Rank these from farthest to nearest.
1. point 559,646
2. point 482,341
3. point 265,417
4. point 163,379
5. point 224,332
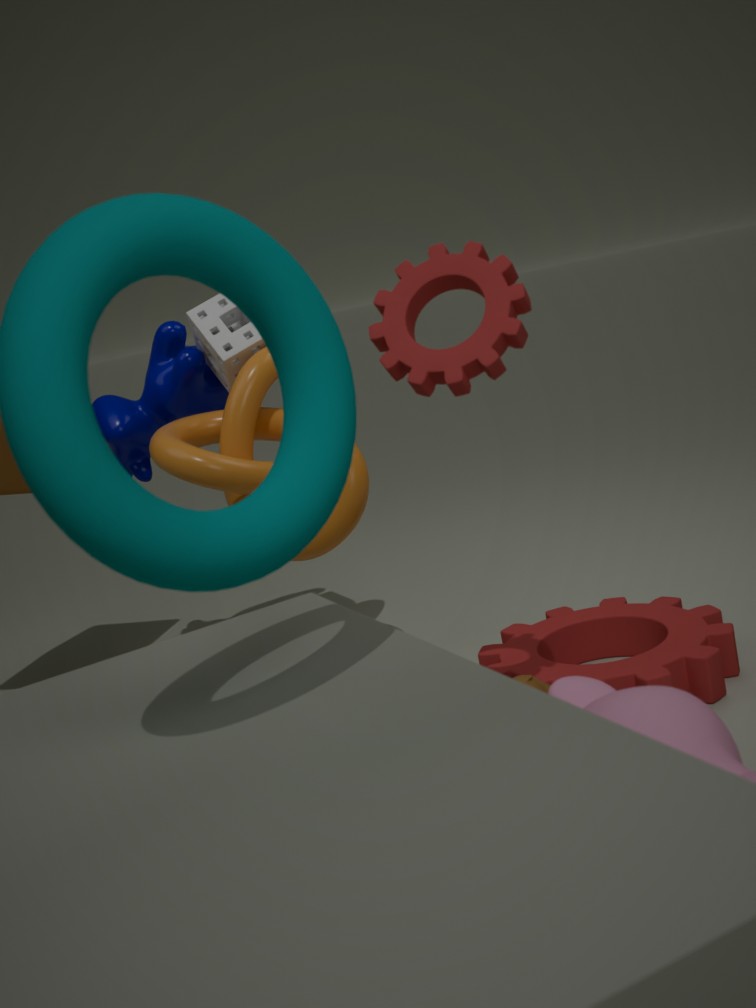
point 163,379
point 265,417
point 224,332
point 559,646
point 482,341
